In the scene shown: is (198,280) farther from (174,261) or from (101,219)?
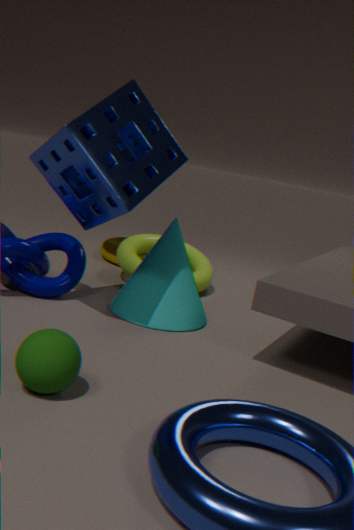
(101,219)
